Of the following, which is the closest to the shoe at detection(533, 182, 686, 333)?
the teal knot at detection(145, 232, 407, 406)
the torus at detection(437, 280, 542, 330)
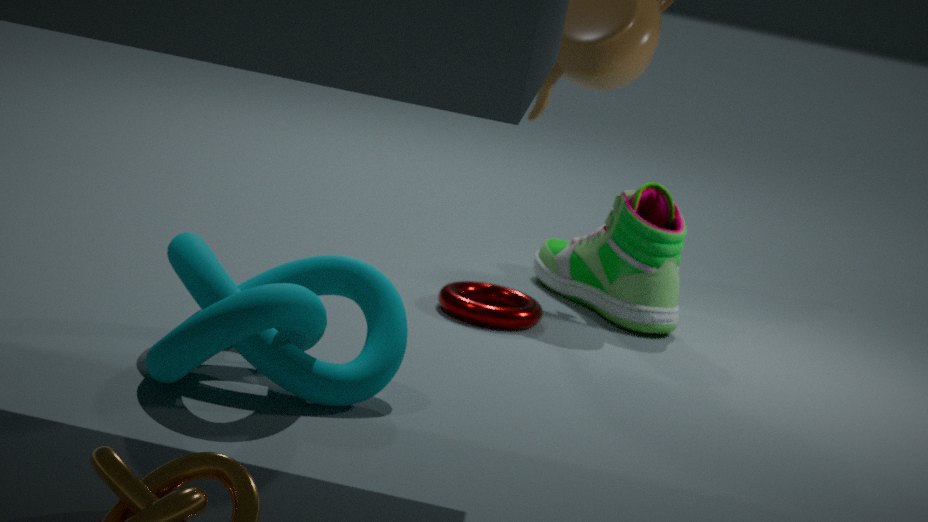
the torus at detection(437, 280, 542, 330)
